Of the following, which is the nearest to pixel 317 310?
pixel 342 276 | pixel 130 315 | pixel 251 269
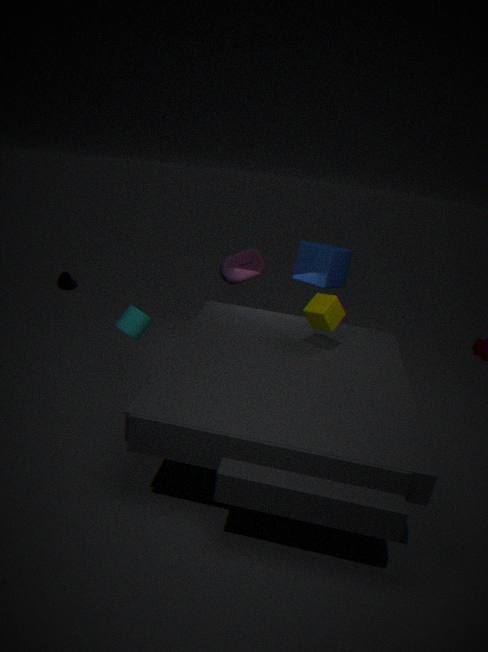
pixel 342 276
